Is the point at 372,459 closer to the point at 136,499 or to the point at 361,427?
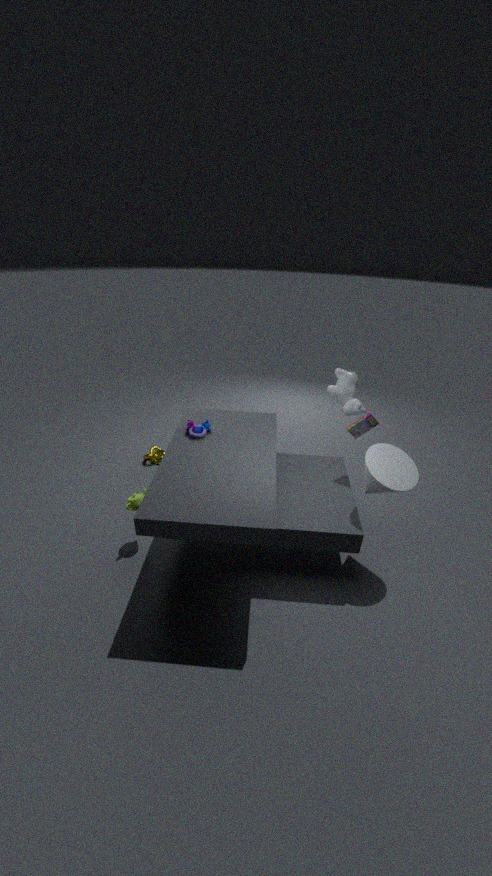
the point at 361,427
